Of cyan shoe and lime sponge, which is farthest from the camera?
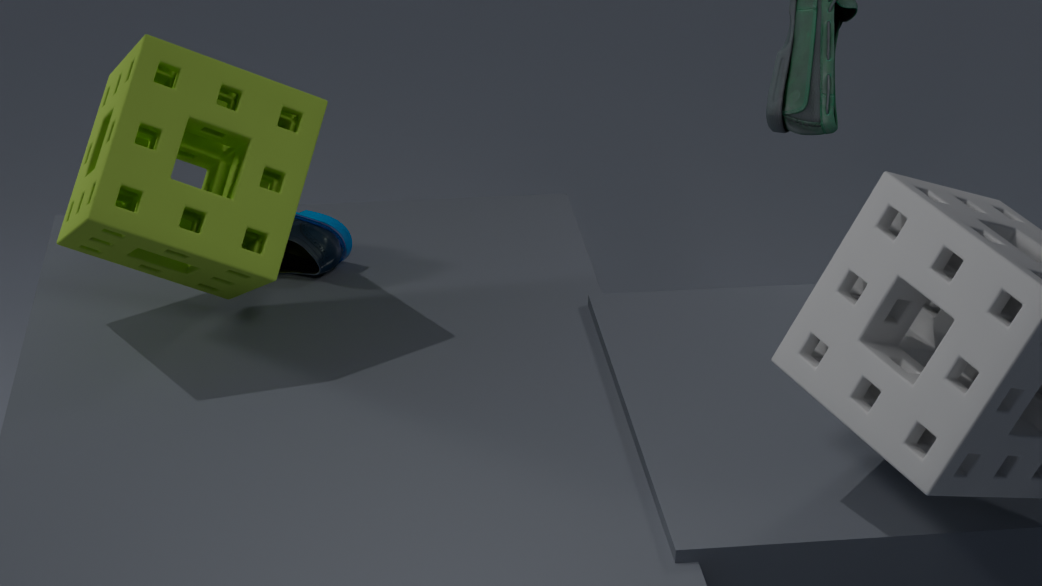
cyan shoe
